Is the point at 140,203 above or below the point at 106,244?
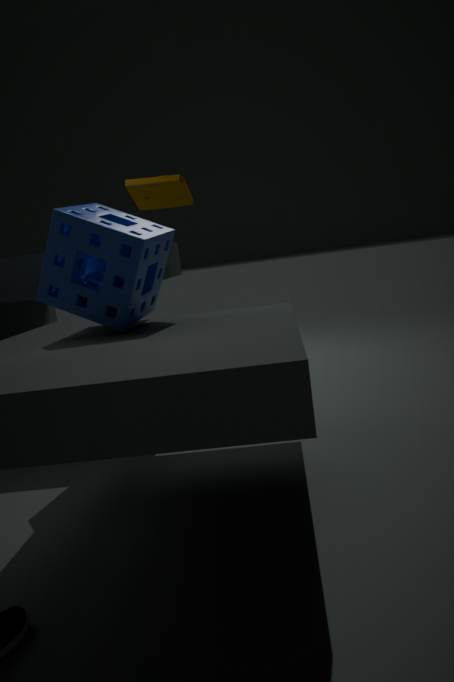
above
